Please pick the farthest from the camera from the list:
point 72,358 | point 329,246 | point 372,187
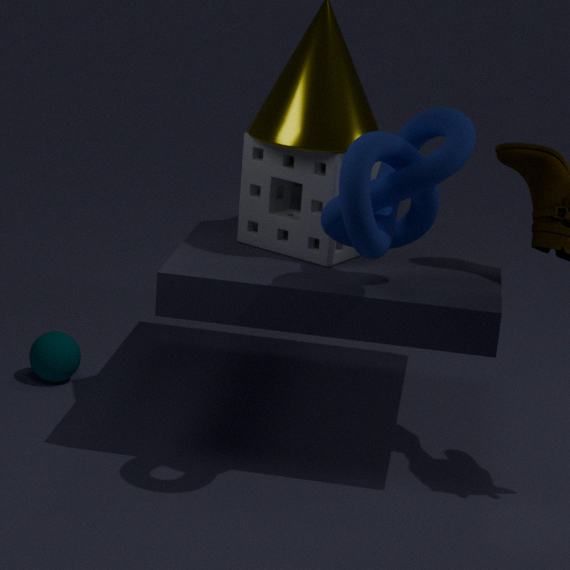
point 72,358
